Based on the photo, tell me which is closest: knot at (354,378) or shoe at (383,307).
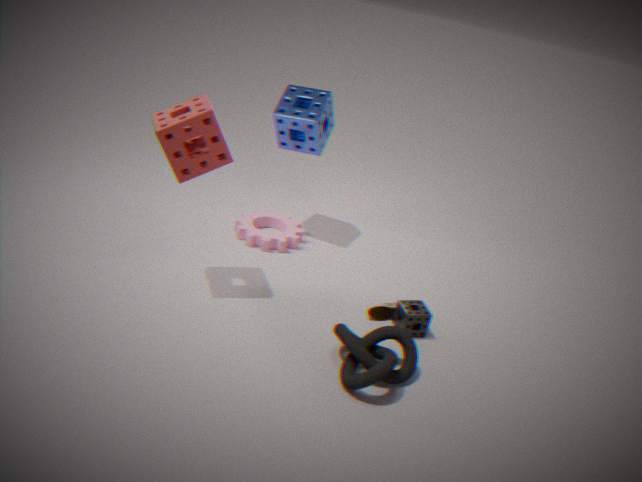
knot at (354,378)
